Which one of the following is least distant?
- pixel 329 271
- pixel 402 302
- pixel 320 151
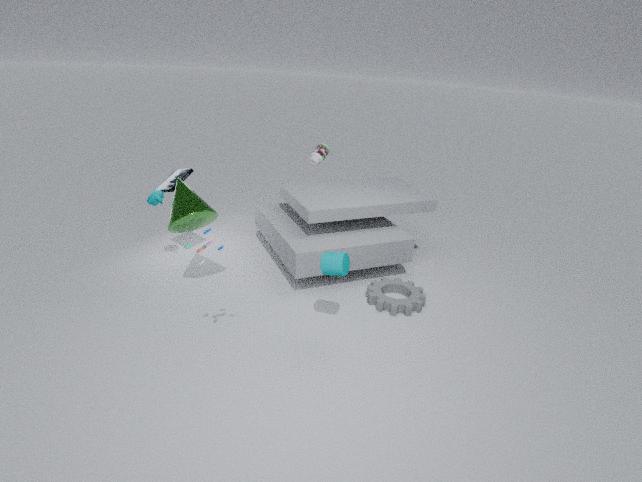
pixel 329 271
